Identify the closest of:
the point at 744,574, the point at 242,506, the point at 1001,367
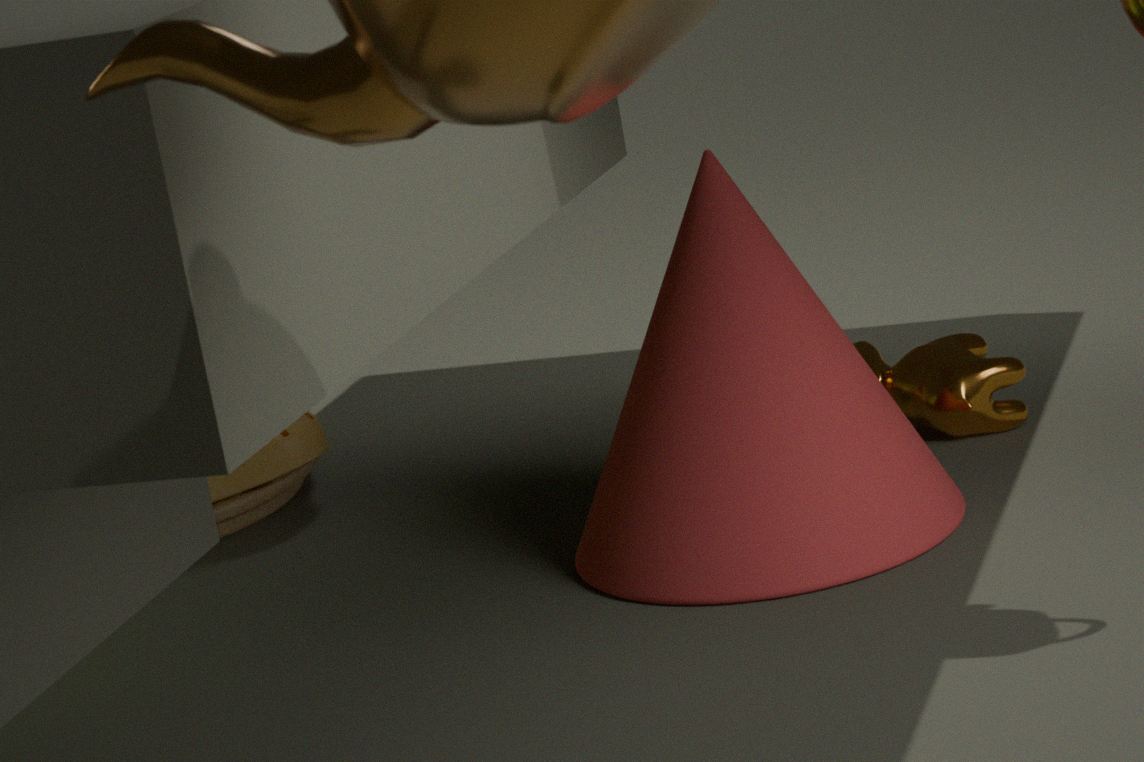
the point at 744,574
